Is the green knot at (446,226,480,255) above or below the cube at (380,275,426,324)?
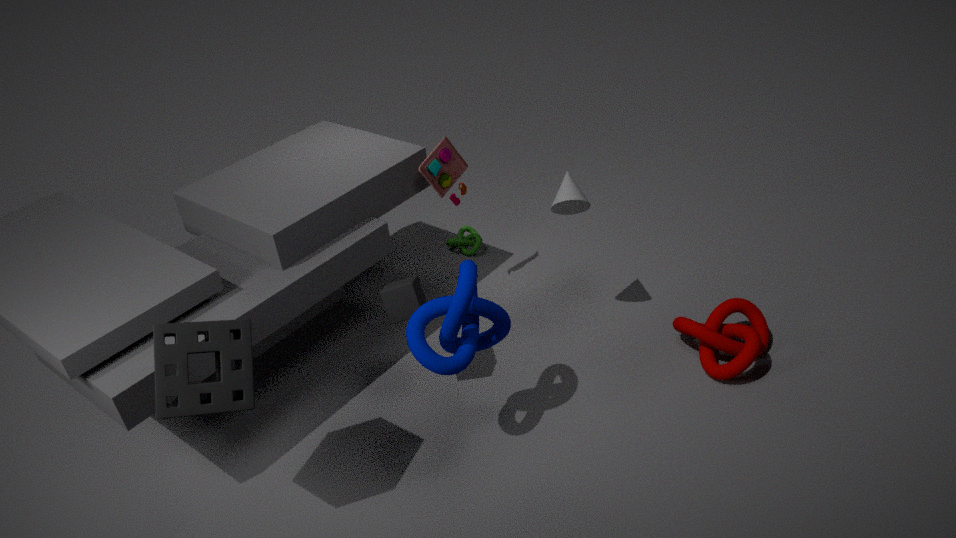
below
